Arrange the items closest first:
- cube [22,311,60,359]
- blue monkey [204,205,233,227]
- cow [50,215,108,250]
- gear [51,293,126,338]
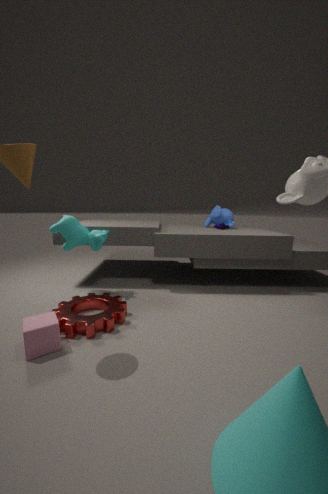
cube [22,311,60,359]
gear [51,293,126,338]
cow [50,215,108,250]
blue monkey [204,205,233,227]
